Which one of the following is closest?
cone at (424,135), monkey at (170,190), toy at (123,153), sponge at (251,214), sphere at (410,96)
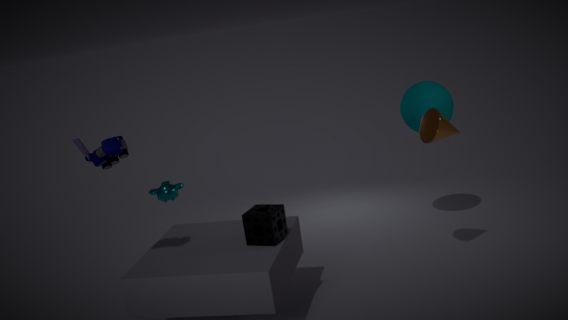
toy at (123,153)
